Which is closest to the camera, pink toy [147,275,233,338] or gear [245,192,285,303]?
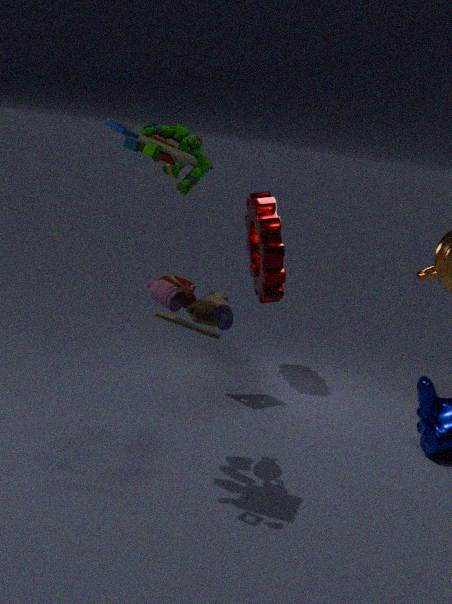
pink toy [147,275,233,338]
